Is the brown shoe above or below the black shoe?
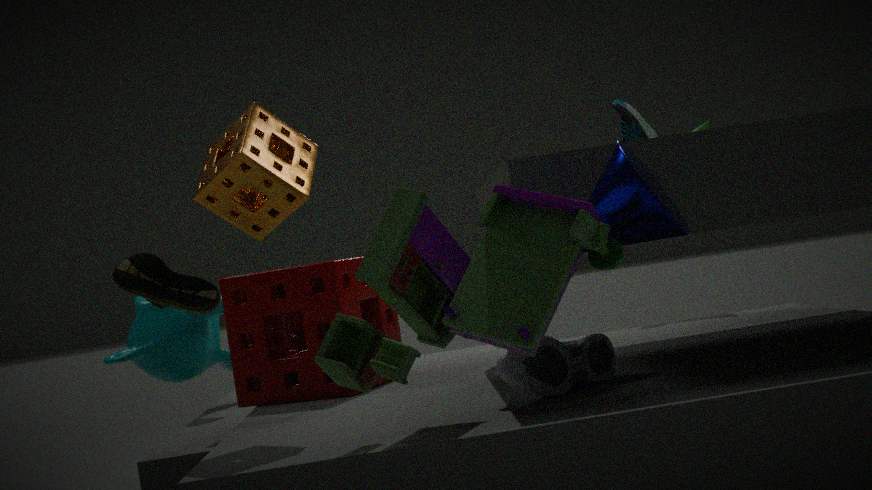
above
